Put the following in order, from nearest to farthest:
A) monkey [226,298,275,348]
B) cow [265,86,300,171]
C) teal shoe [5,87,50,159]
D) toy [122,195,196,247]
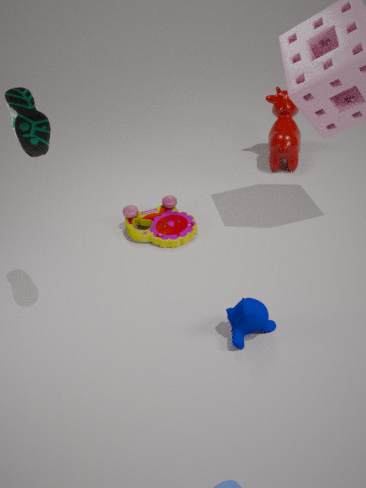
teal shoe [5,87,50,159]
monkey [226,298,275,348]
toy [122,195,196,247]
cow [265,86,300,171]
